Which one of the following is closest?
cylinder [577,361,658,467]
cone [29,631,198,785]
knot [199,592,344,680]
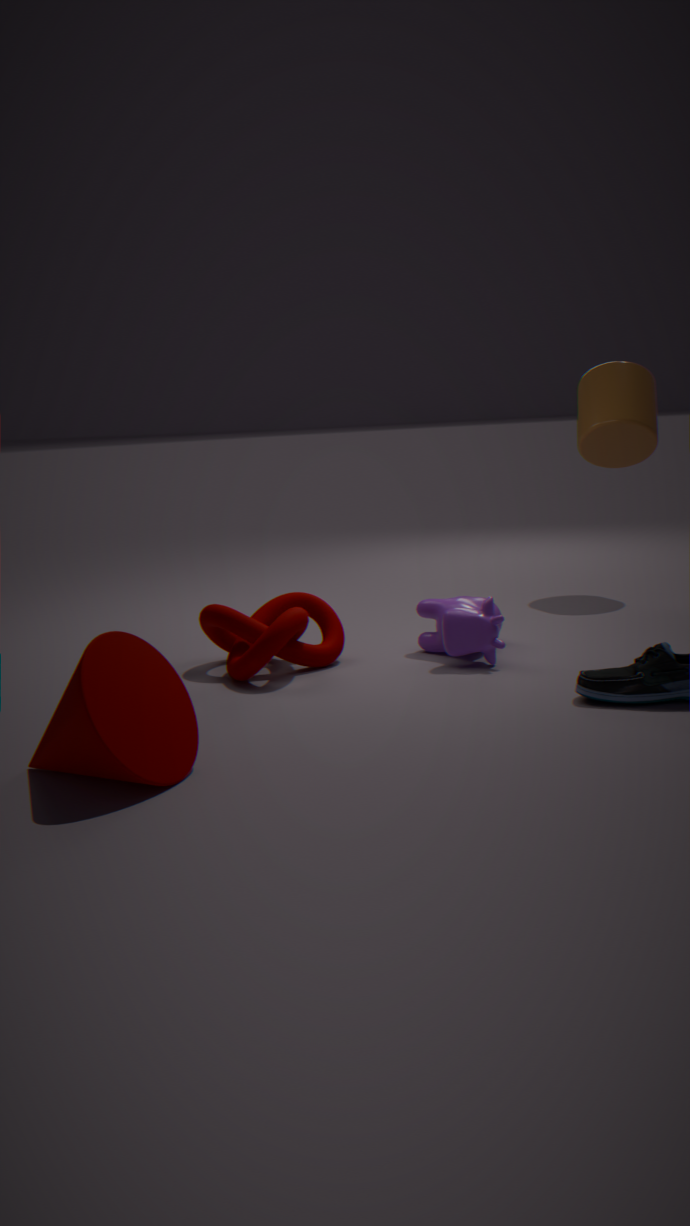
cone [29,631,198,785]
